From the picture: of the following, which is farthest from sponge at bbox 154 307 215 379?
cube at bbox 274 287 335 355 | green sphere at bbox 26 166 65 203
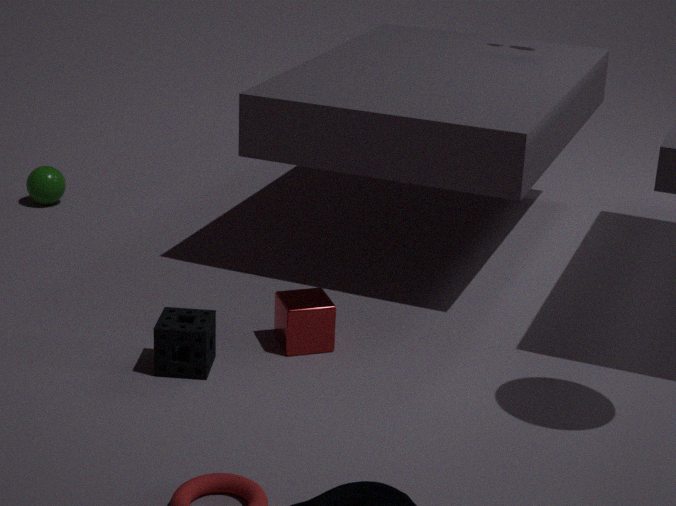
green sphere at bbox 26 166 65 203
